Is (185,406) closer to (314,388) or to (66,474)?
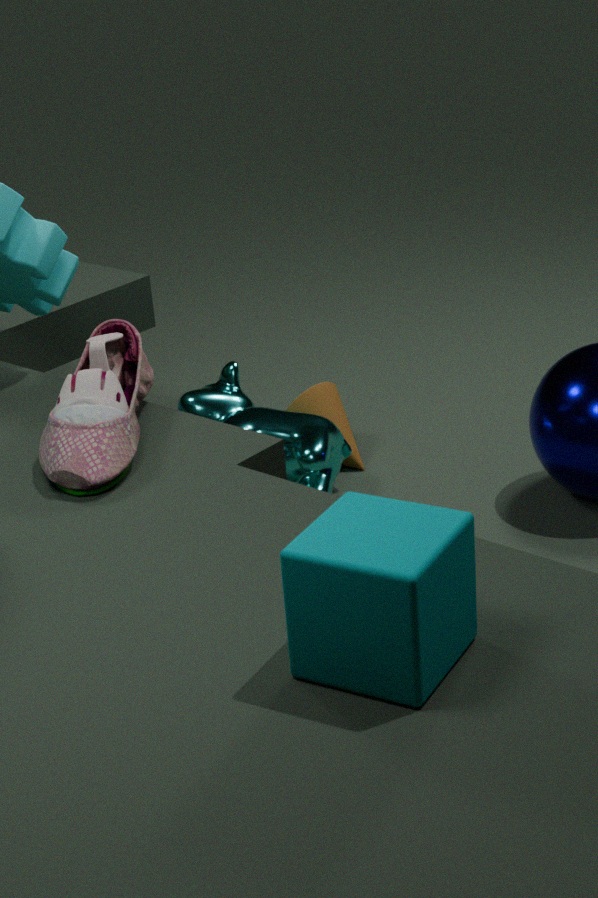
(314,388)
